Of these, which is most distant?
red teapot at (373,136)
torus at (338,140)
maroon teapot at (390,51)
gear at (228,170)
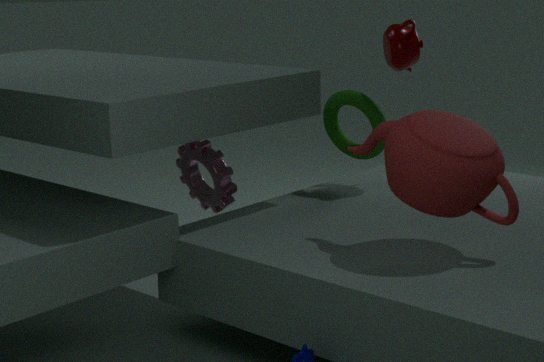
torus at (338,140)
